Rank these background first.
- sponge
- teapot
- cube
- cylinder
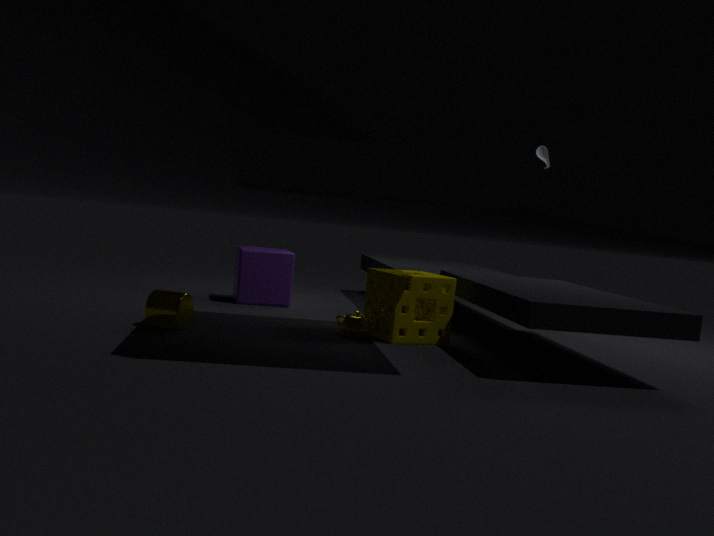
cube, teapot, sponge, cylinder
